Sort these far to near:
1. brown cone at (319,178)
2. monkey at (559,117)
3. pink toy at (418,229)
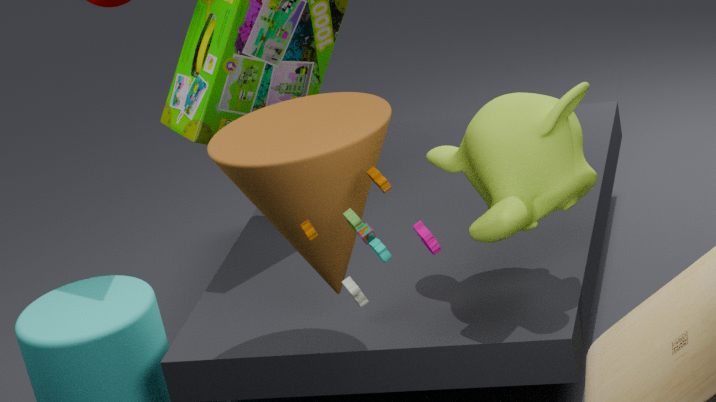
monkey at (559,117) → brown cone at (319,178) → pink toy at (418,229)
